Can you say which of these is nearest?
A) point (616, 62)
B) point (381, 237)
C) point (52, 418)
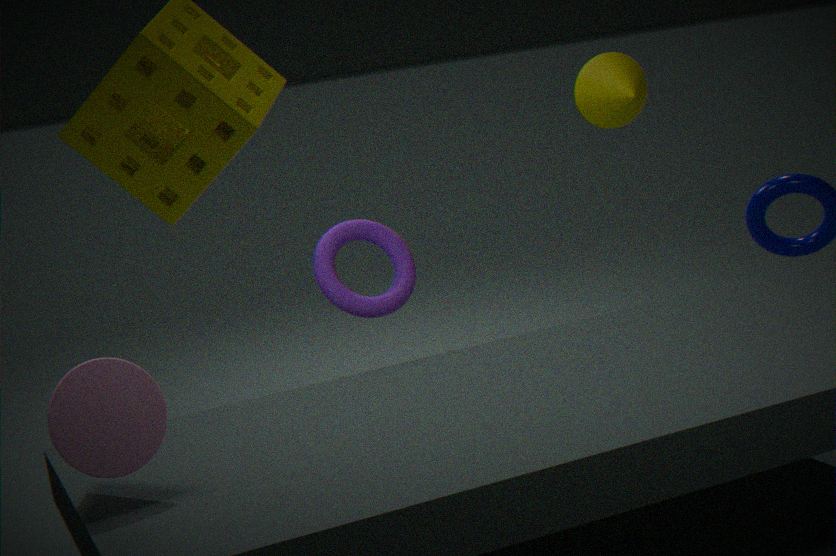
point (52, 418)
